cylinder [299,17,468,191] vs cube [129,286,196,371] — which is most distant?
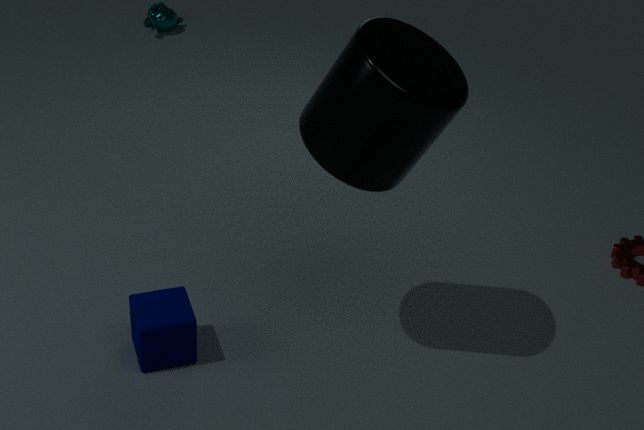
cube [129,286,196,371]
